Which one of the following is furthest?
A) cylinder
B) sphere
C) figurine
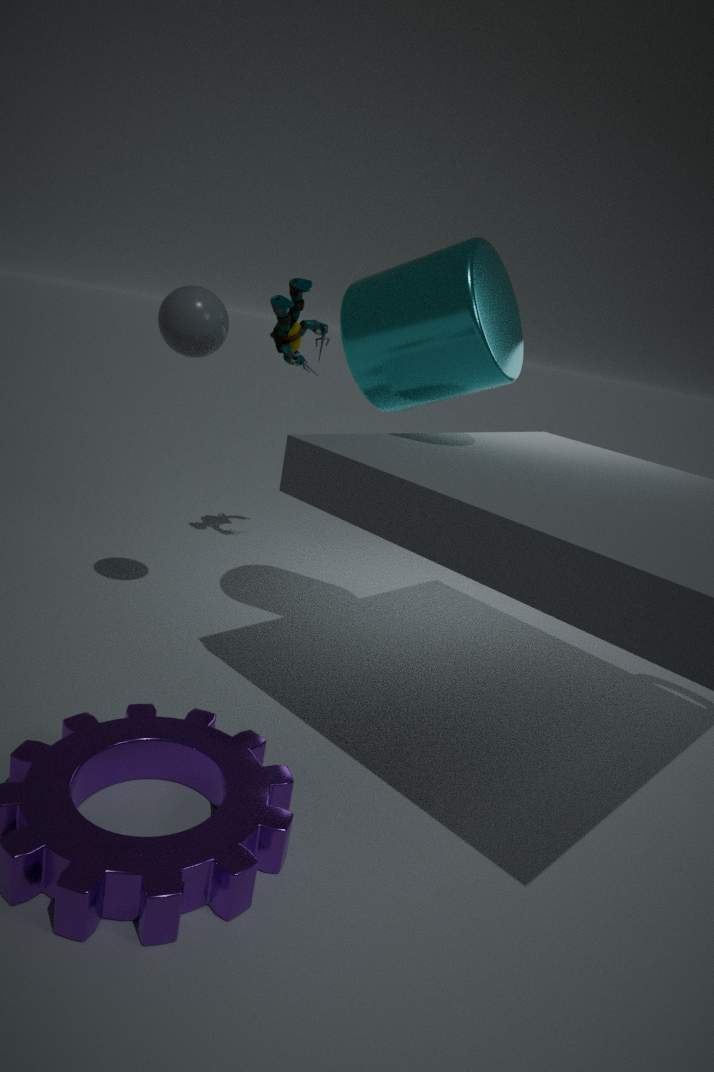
figurine
